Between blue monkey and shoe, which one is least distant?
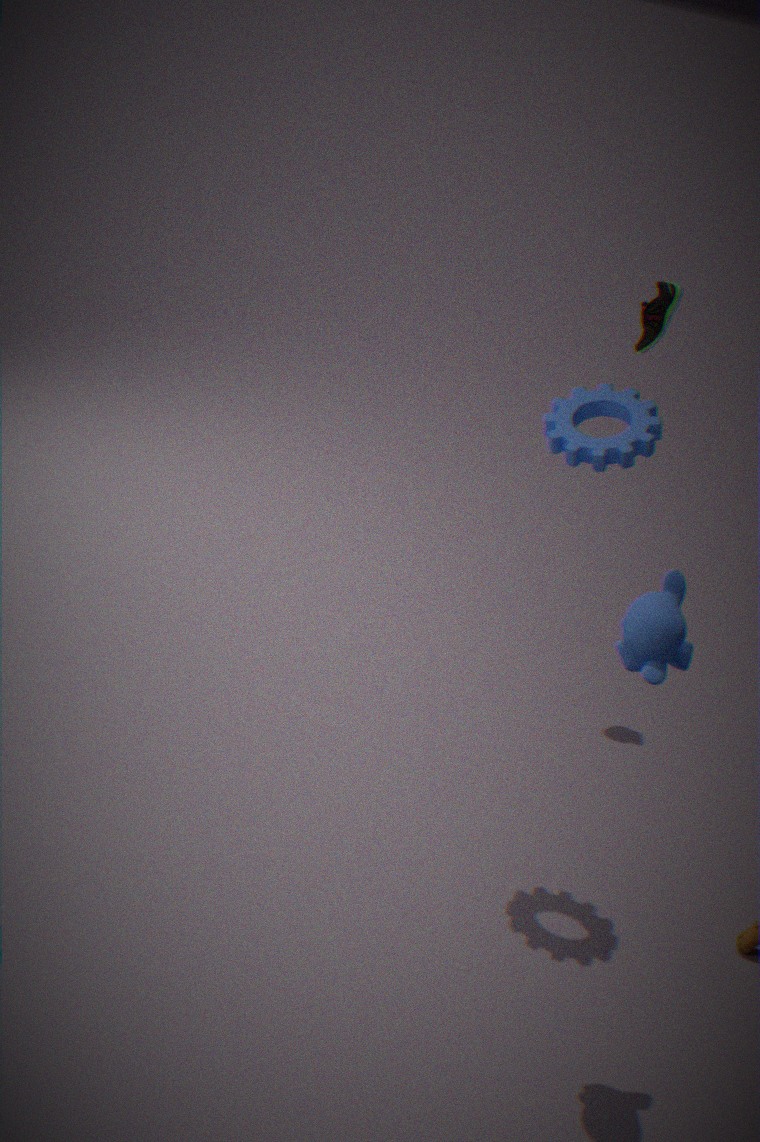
blue monkey
